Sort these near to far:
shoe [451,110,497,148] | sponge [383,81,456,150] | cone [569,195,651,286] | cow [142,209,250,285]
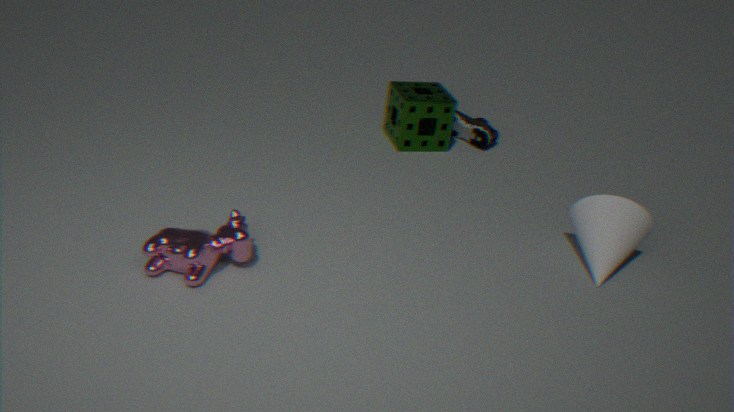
cow [142,209,250,285], cone [569,195,651,286], sponge [383,81,456,150], shoe [451,110,497,148]
